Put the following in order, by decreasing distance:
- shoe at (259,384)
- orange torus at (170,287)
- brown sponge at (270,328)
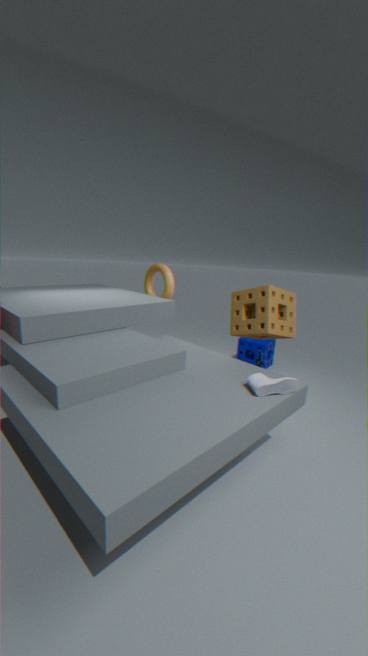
orange torus at (170,287)
brown sponge at (270,328)
shoe at (259,384)
